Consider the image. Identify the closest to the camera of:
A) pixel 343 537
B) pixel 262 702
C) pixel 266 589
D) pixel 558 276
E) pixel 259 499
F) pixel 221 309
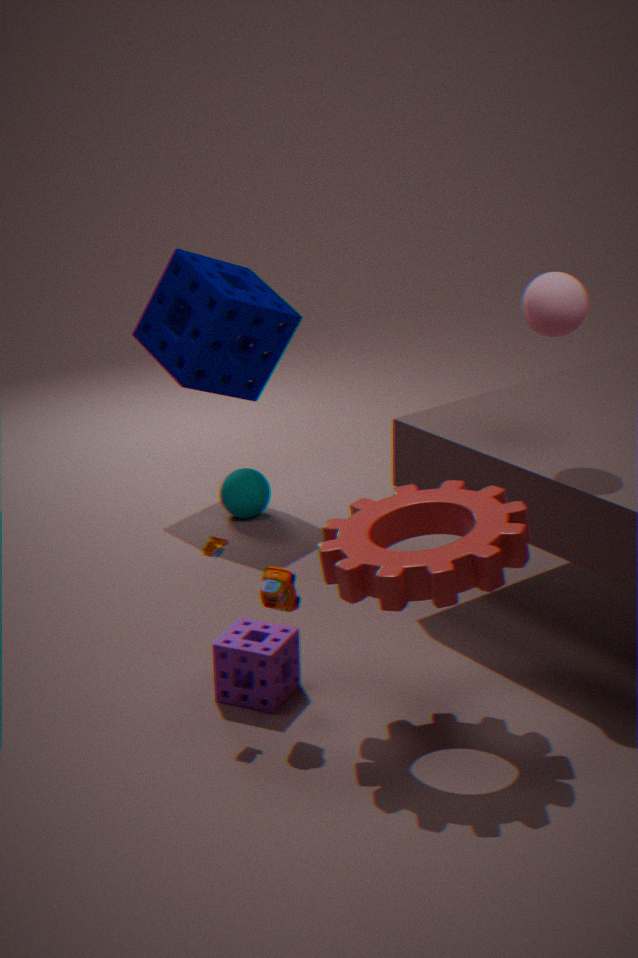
pixel 343 537
